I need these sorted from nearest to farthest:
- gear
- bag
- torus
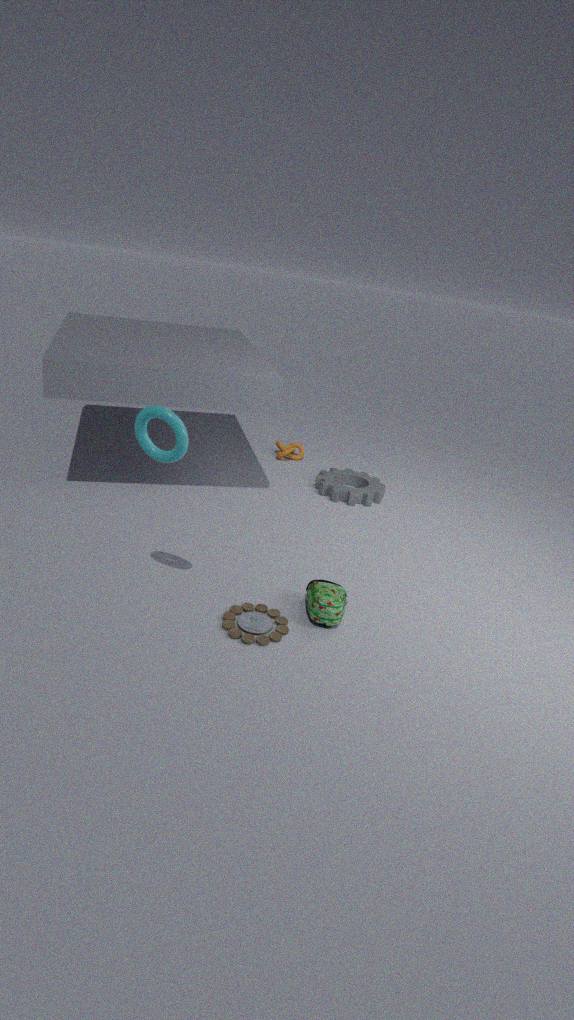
torus
bag
gear
